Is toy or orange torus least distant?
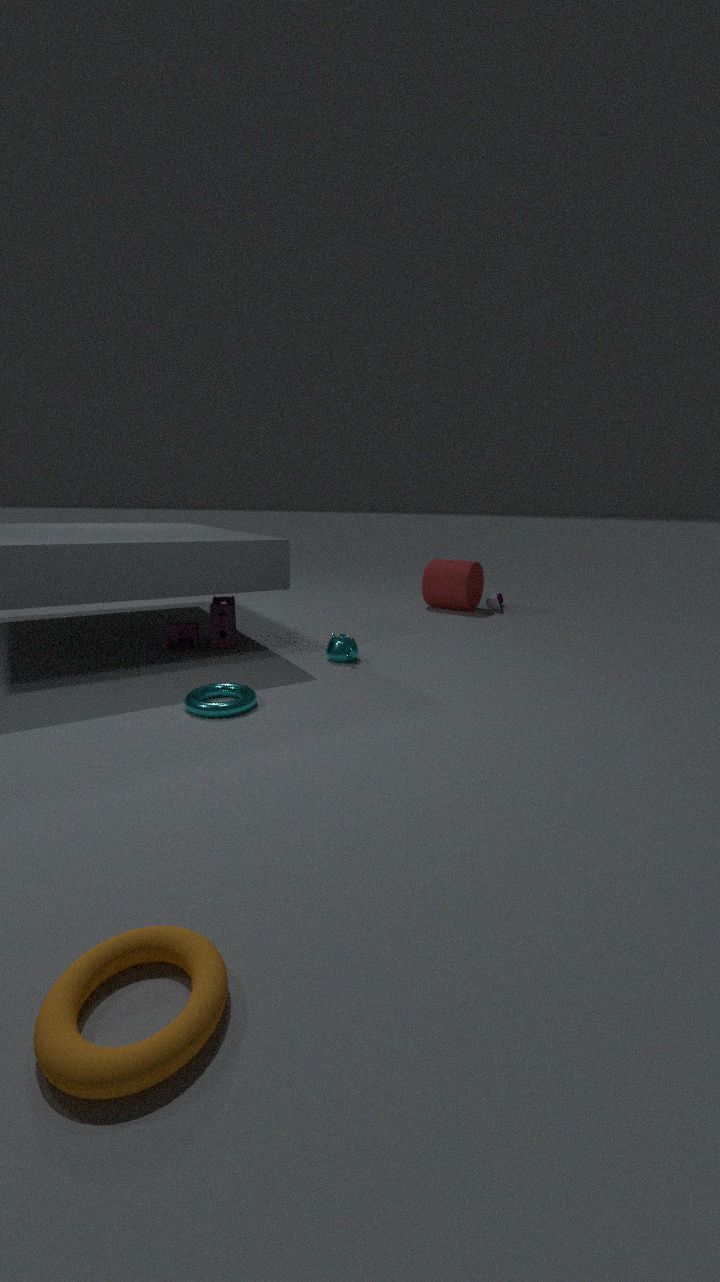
orange torus
